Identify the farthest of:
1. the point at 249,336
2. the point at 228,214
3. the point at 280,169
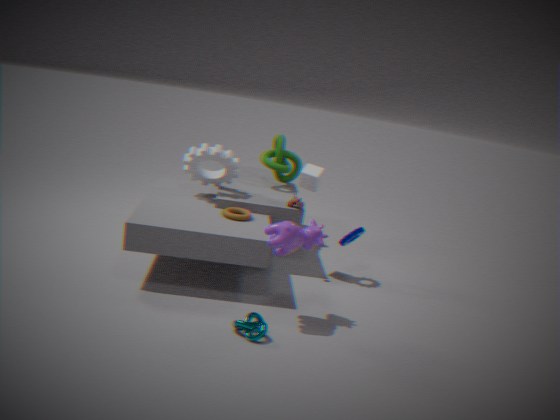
the point at 280,169
